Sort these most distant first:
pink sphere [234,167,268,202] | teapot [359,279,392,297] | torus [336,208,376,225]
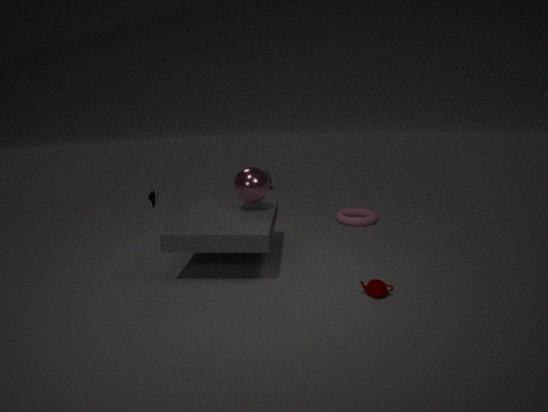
torus [336,208,376,225] < pink sphere [234,167,268,202] < teapot [359,279,392,297]
